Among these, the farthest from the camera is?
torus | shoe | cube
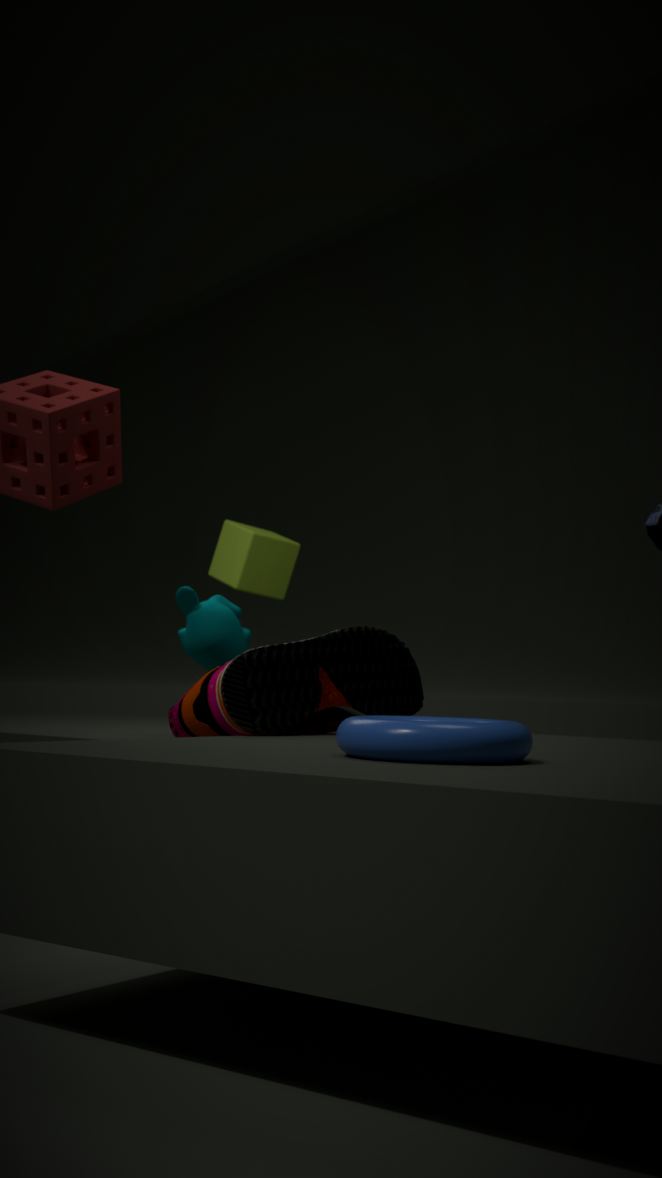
cube
